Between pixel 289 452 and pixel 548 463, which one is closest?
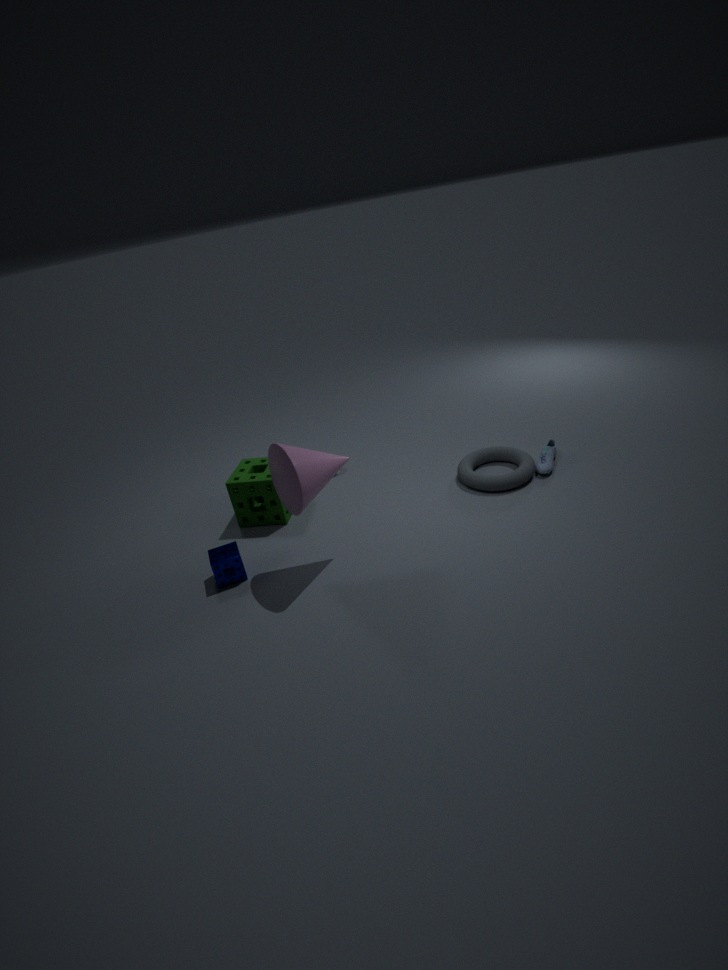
pixel 289 452
